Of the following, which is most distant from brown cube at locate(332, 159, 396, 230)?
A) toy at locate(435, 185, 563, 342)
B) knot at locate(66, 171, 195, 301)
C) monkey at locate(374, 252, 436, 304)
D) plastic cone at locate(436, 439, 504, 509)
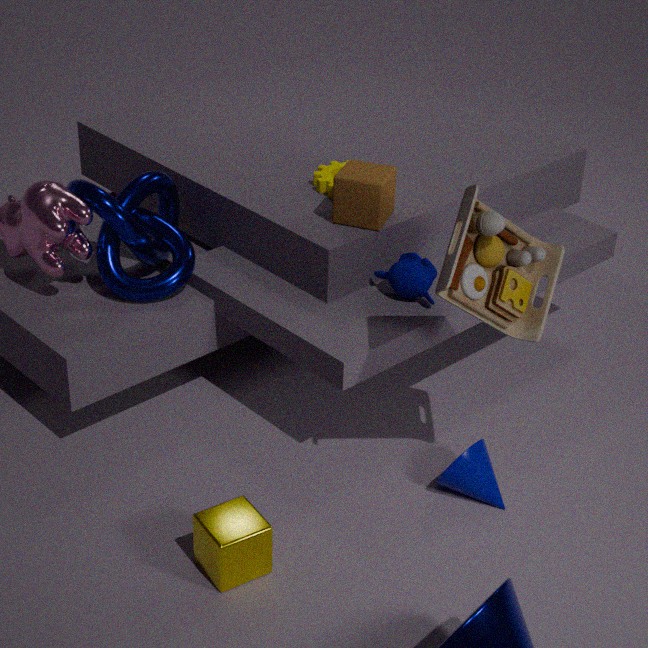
plastic cone at locate(436, 439, 504, 509)
